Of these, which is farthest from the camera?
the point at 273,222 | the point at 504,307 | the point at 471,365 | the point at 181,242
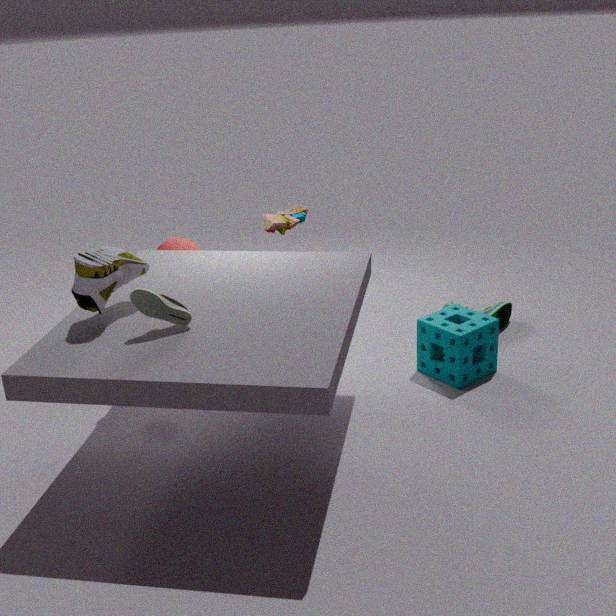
the point at 504,307
